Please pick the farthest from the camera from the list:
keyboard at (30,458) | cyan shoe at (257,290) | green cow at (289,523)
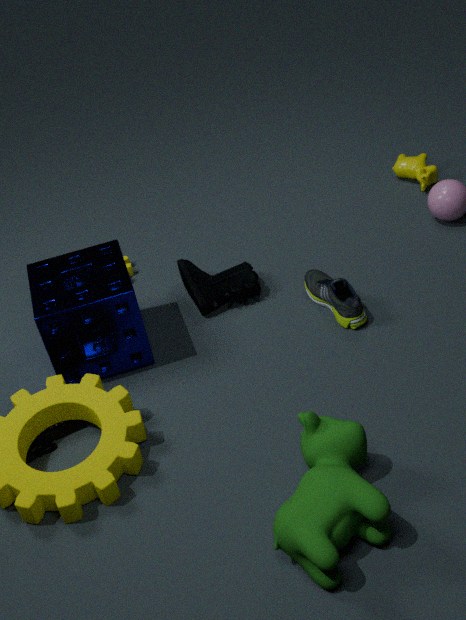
cyan shoe at (257,290)
